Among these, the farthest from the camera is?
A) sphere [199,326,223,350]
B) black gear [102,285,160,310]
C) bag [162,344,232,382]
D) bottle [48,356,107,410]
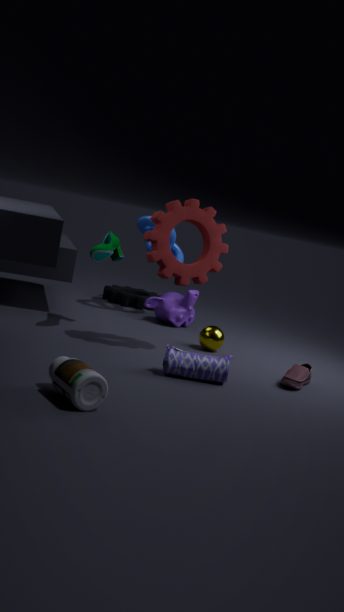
black gear [102,285,160,310]
